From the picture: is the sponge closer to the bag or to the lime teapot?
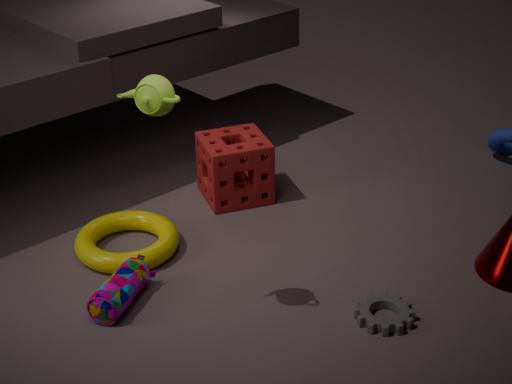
the bag
